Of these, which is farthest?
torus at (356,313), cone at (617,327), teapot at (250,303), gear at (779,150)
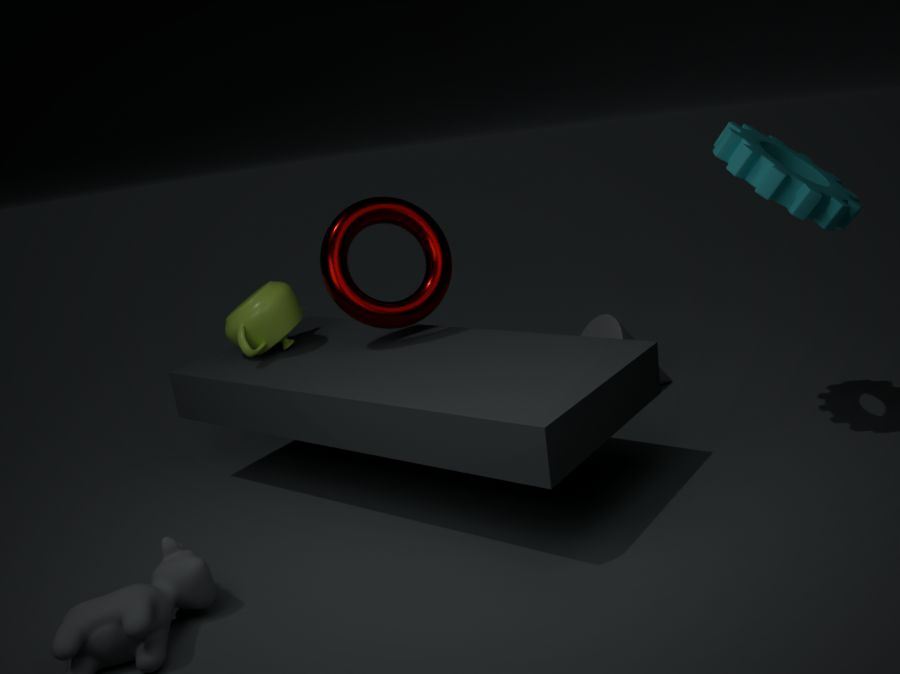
cone at (617,327)
